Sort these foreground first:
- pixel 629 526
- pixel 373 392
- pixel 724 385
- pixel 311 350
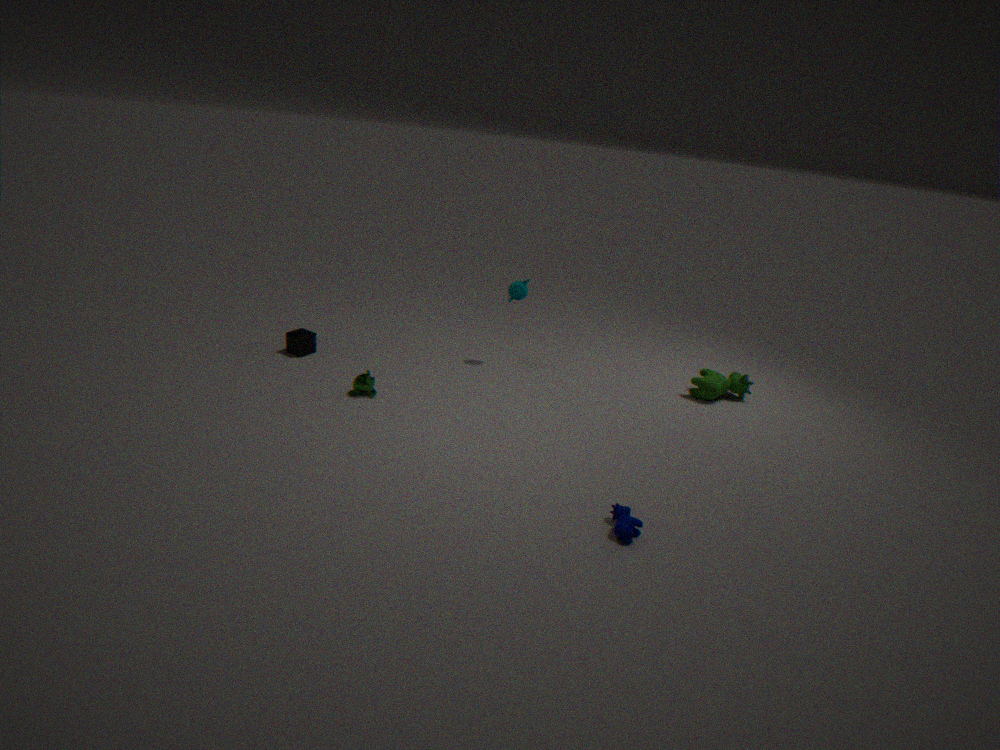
pixel 629 526
pixel 373 392
pixel 724 385
pixel 311 350
